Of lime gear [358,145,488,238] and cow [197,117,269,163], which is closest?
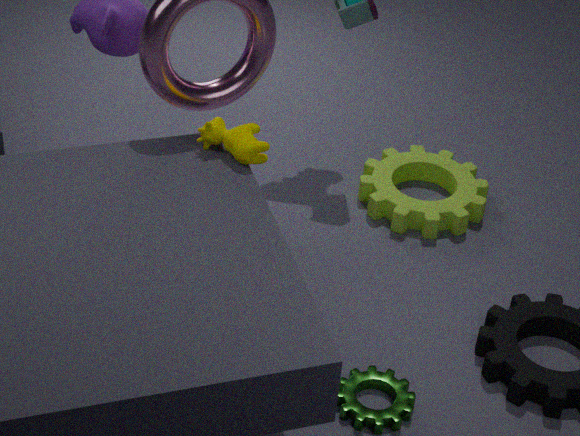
cow [197,117,269,163]
